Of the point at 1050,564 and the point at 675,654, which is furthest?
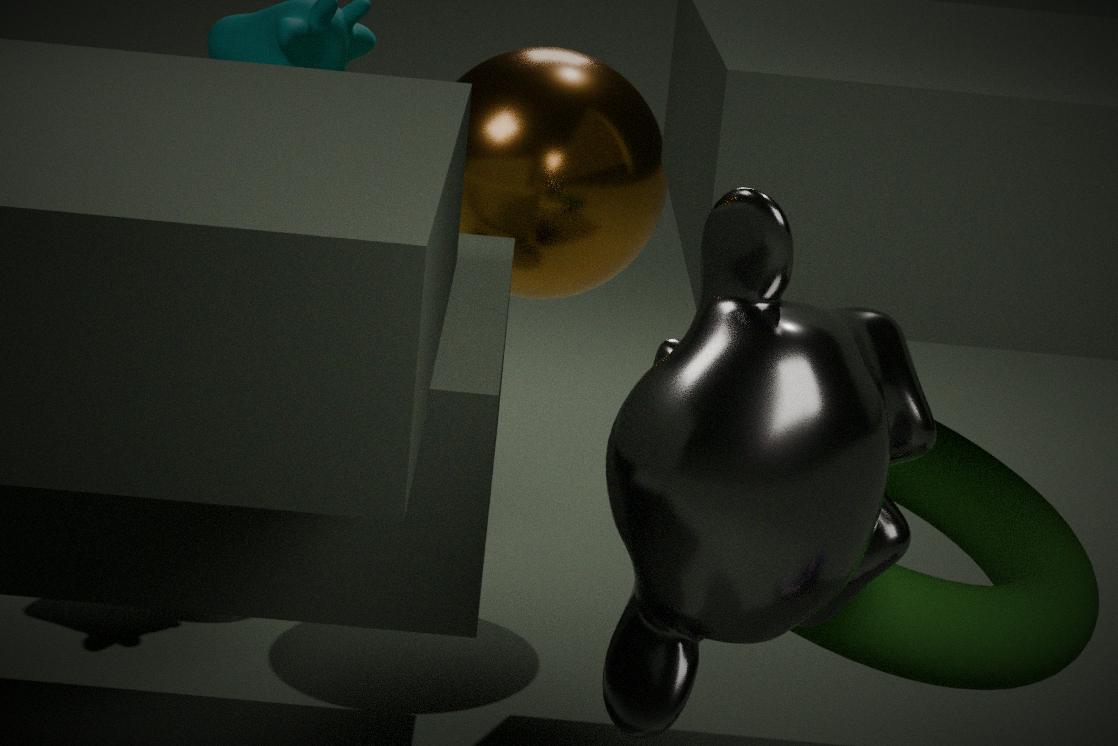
the point at 1050,564
